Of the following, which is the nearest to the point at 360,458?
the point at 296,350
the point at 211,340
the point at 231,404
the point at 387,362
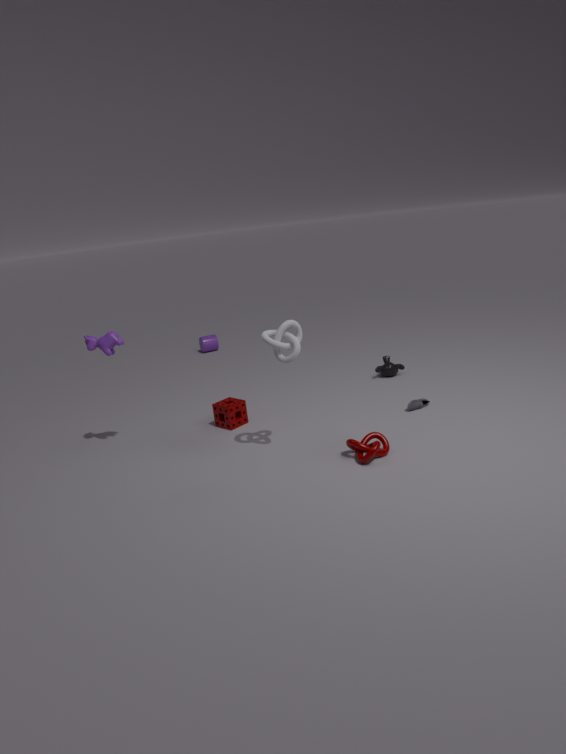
the point at 296,350
